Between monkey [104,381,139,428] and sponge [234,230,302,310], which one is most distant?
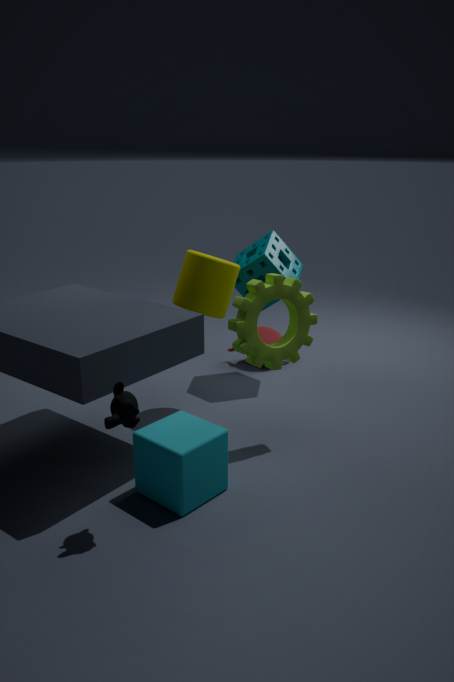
sponge [234,230,302,310]
